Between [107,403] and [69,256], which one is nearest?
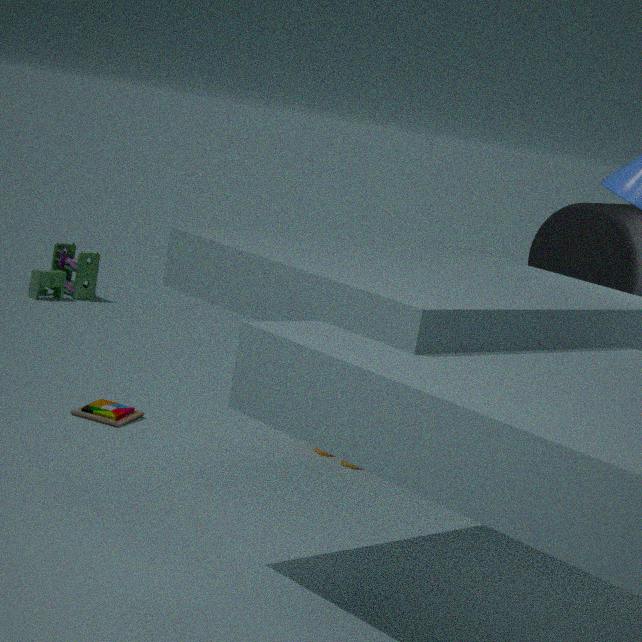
[107,403]
